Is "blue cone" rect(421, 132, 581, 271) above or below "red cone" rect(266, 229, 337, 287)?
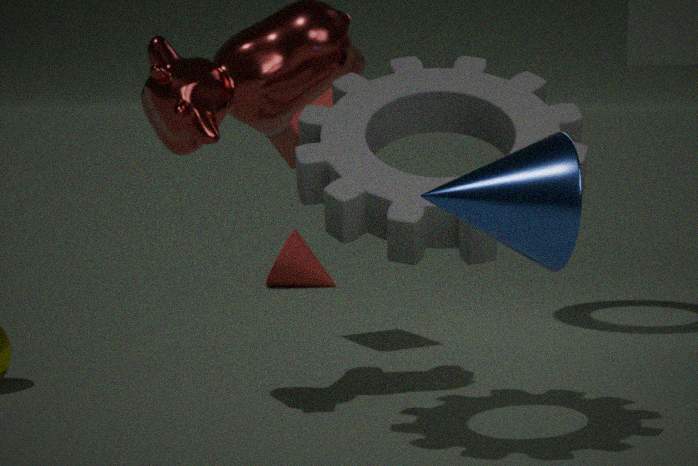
above
